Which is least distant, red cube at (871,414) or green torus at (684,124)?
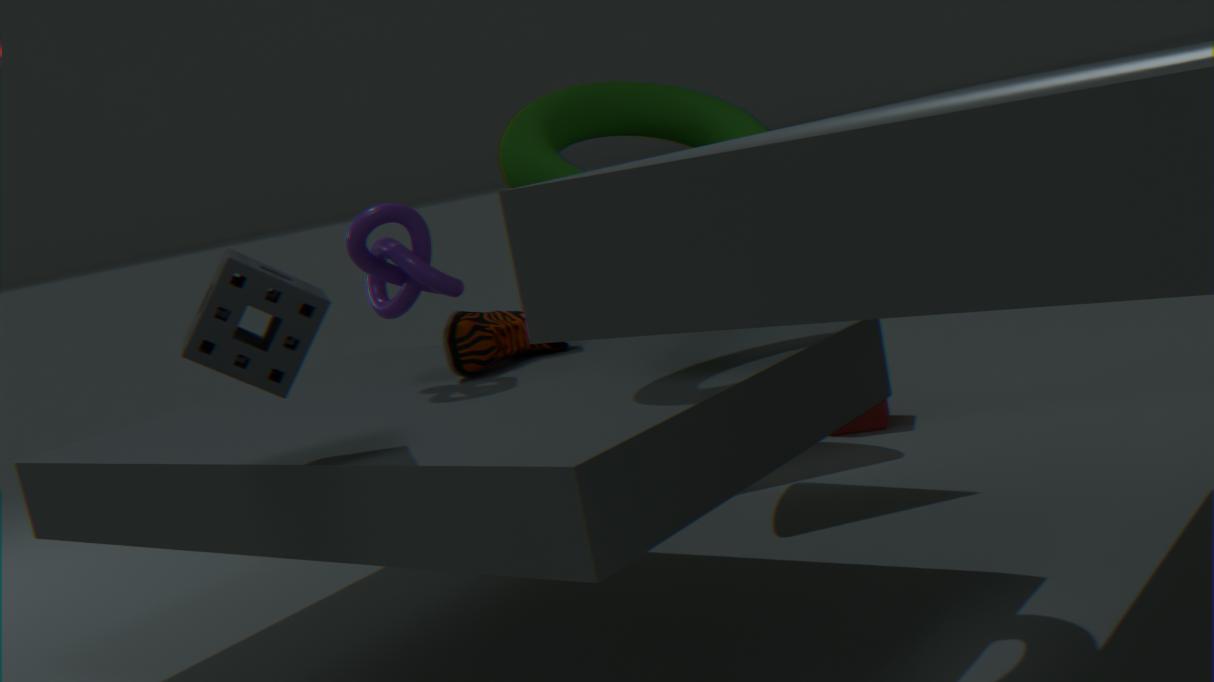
green torus at (684,124)
